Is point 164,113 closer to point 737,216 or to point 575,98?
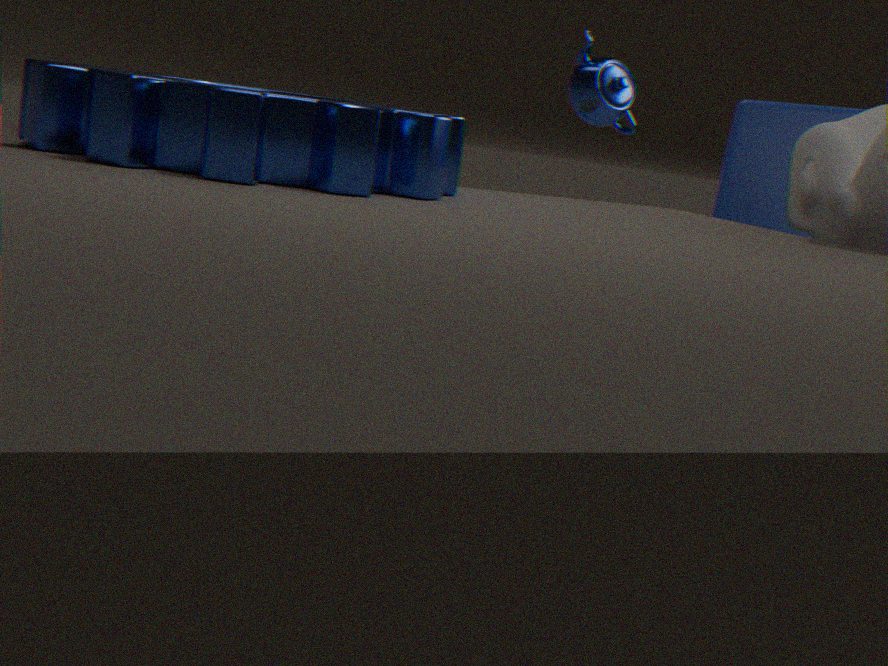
point 737,216
